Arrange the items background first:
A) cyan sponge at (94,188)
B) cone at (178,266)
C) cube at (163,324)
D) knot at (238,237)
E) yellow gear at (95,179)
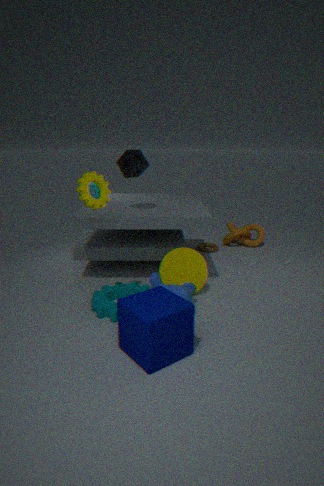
knot at (238,237)
cyan sponge at (94,188)
cone at (178,266)
yellow gear at (95,179)
cube at (163,324)
